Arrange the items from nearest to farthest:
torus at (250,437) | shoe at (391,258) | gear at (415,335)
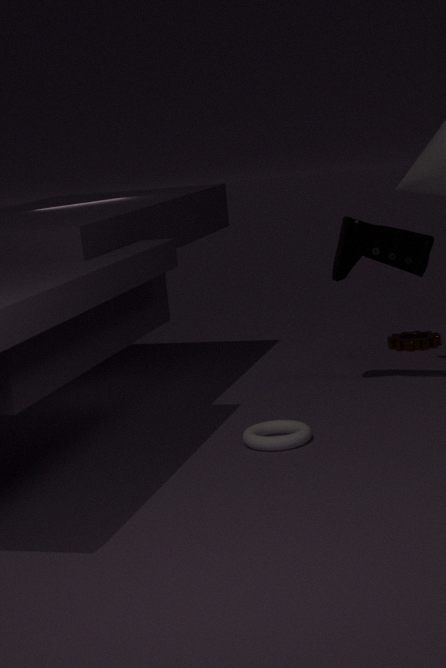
torus at (250,437), shoe at (391,258), gear at (415,335)
